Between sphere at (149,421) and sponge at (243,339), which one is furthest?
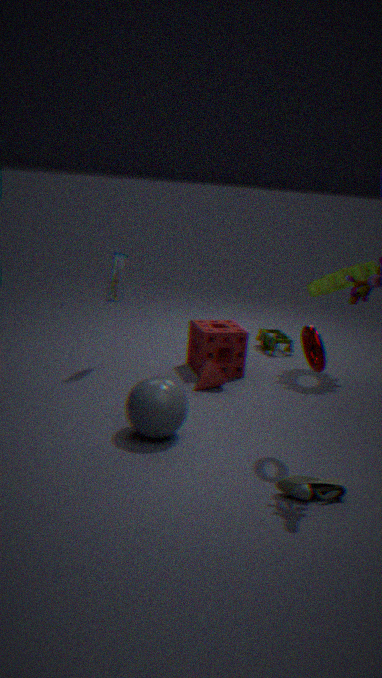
sponge at (243,339)
